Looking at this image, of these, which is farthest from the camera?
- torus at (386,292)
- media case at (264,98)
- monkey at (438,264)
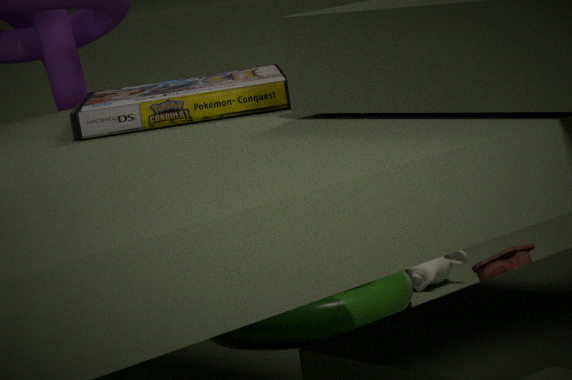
monkey at (438,264)
